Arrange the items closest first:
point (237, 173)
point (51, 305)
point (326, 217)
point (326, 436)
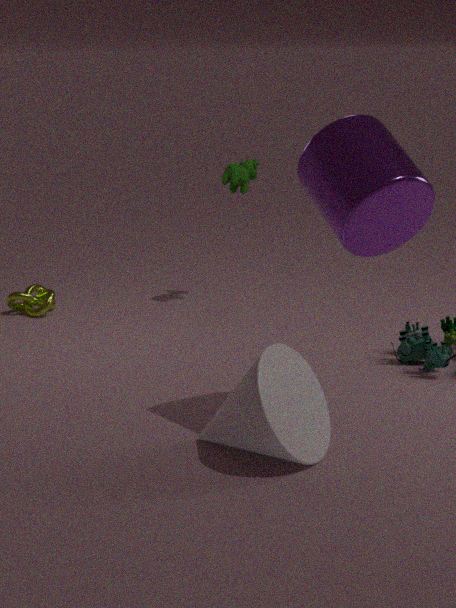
point (326, 217), point (326, 436), point (237, 173), point (51, 305)
